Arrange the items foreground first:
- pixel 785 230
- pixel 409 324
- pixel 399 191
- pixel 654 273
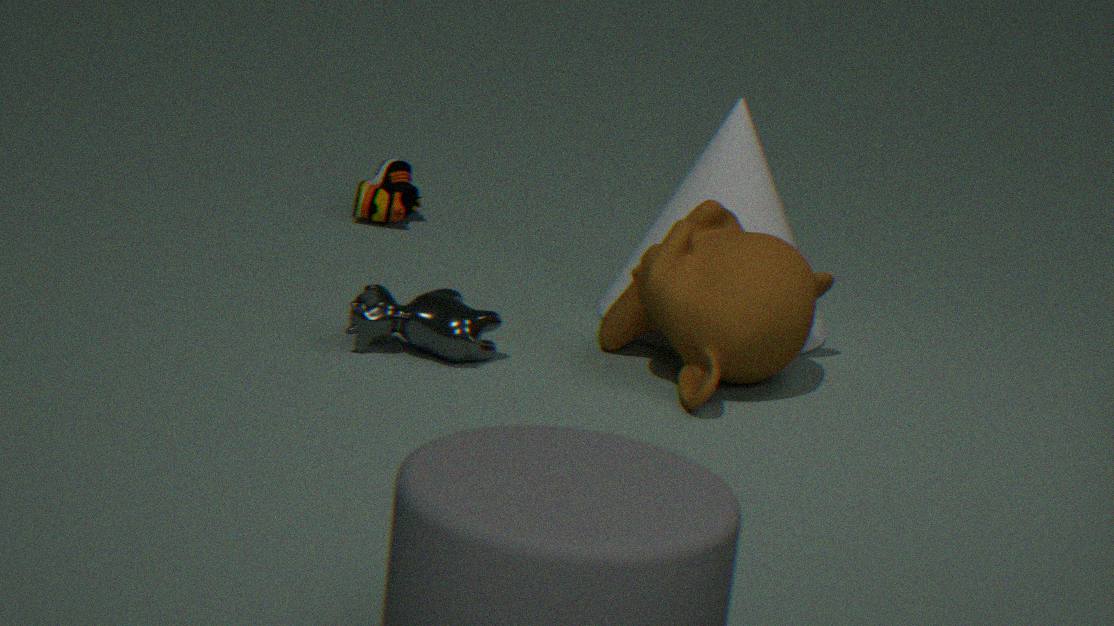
pixel 654 273 → pixel 409 324 → pixel 785 230 → pixel 399 191
